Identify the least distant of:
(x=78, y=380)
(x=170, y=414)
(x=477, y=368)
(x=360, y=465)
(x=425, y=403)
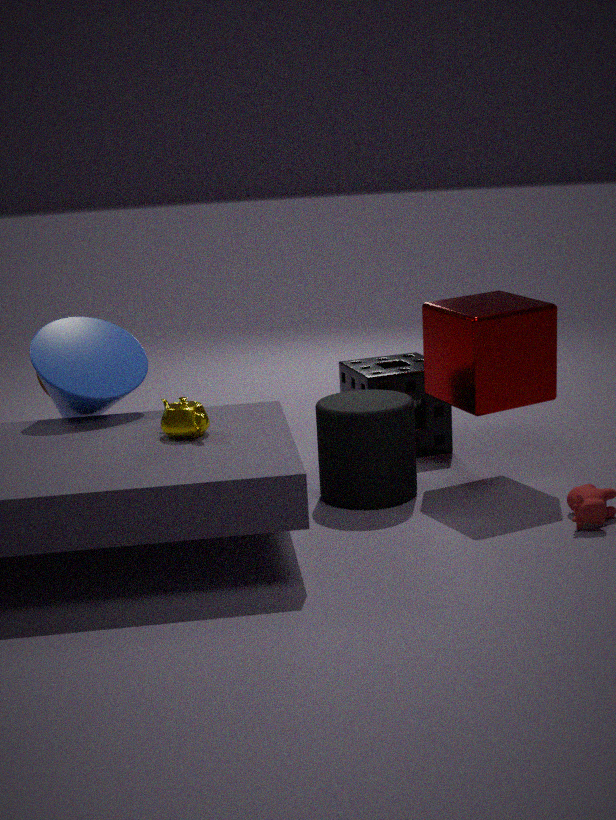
(x=170, y=414)
